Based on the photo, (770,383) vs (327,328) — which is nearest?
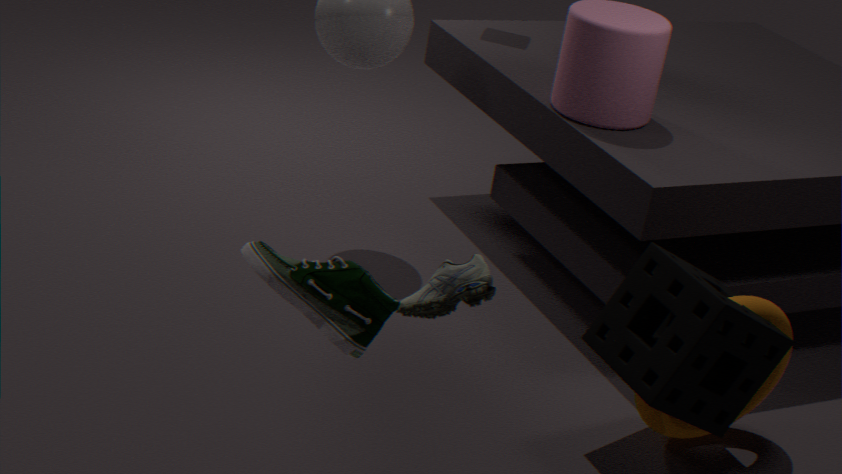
(327,328)
